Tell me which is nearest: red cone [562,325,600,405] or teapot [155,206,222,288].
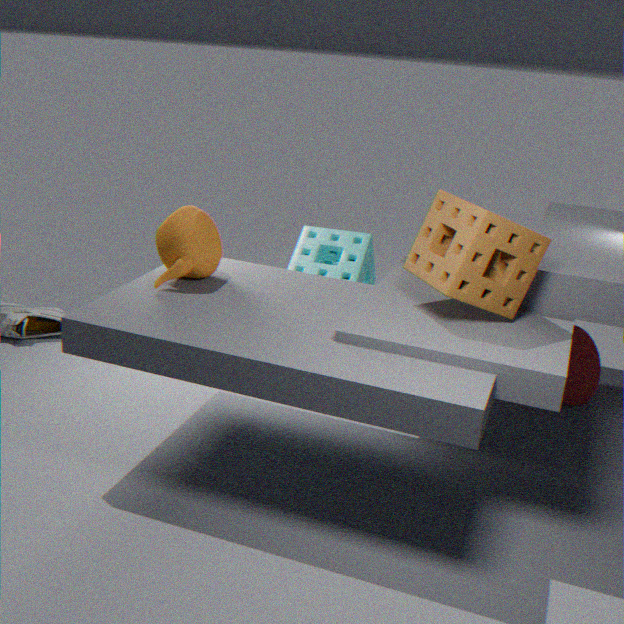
teapot [155,206,222,288]
